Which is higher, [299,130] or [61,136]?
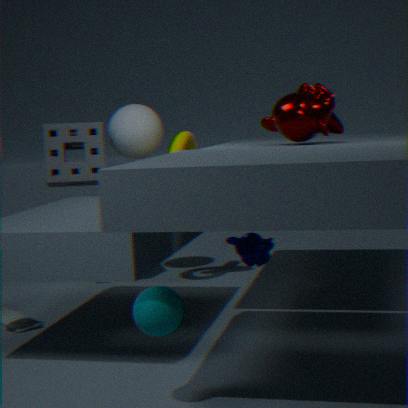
[299,130]
